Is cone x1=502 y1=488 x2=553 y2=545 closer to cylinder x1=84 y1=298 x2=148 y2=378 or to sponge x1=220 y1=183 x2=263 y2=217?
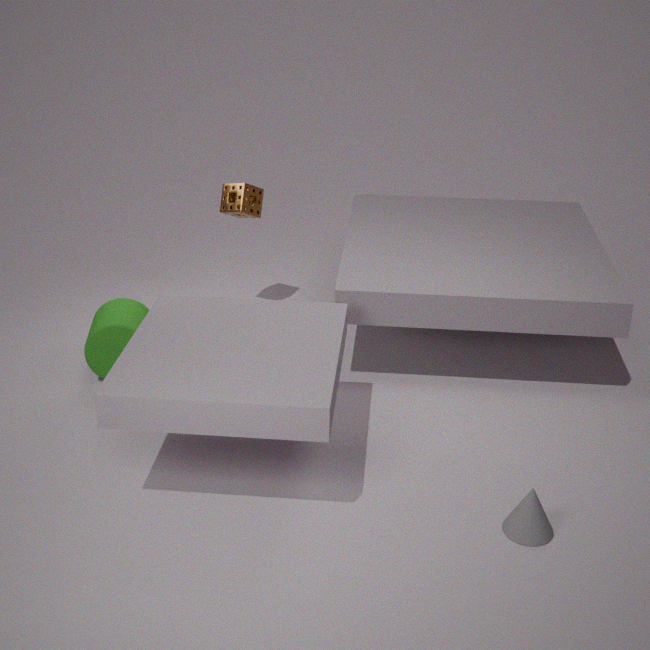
cylinder x1=84 y1=298 x2=148 y2=378
